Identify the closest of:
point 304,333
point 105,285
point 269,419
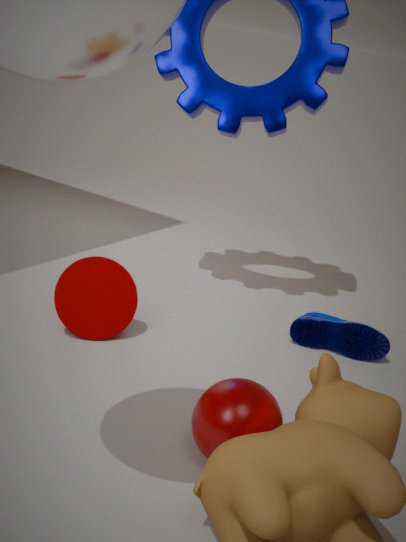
point 269,419
